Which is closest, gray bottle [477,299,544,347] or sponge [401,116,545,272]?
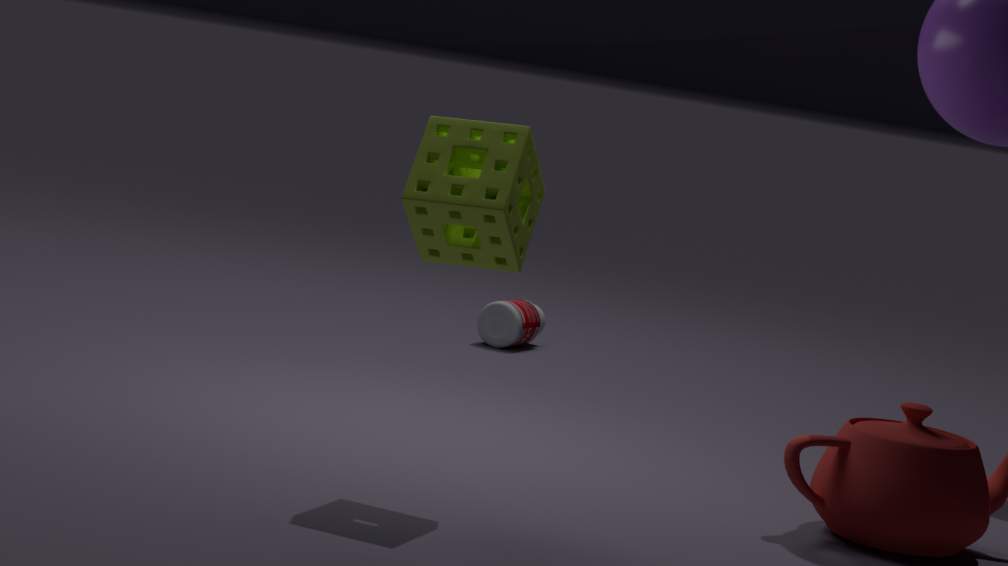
sponge [401,116,545,272]
